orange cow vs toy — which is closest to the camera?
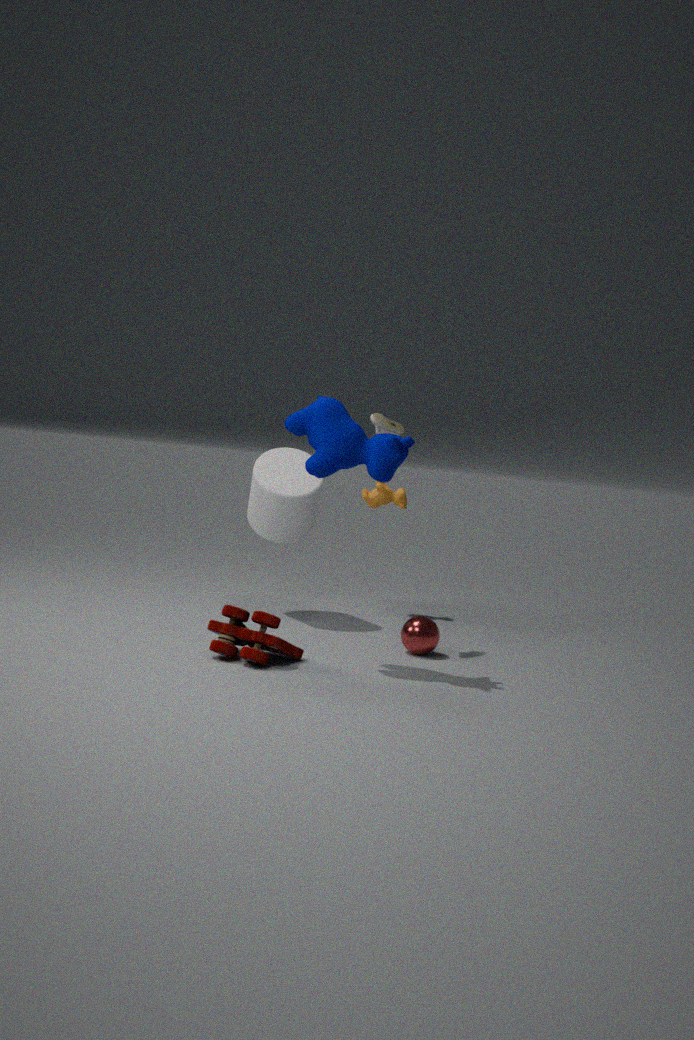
toy
